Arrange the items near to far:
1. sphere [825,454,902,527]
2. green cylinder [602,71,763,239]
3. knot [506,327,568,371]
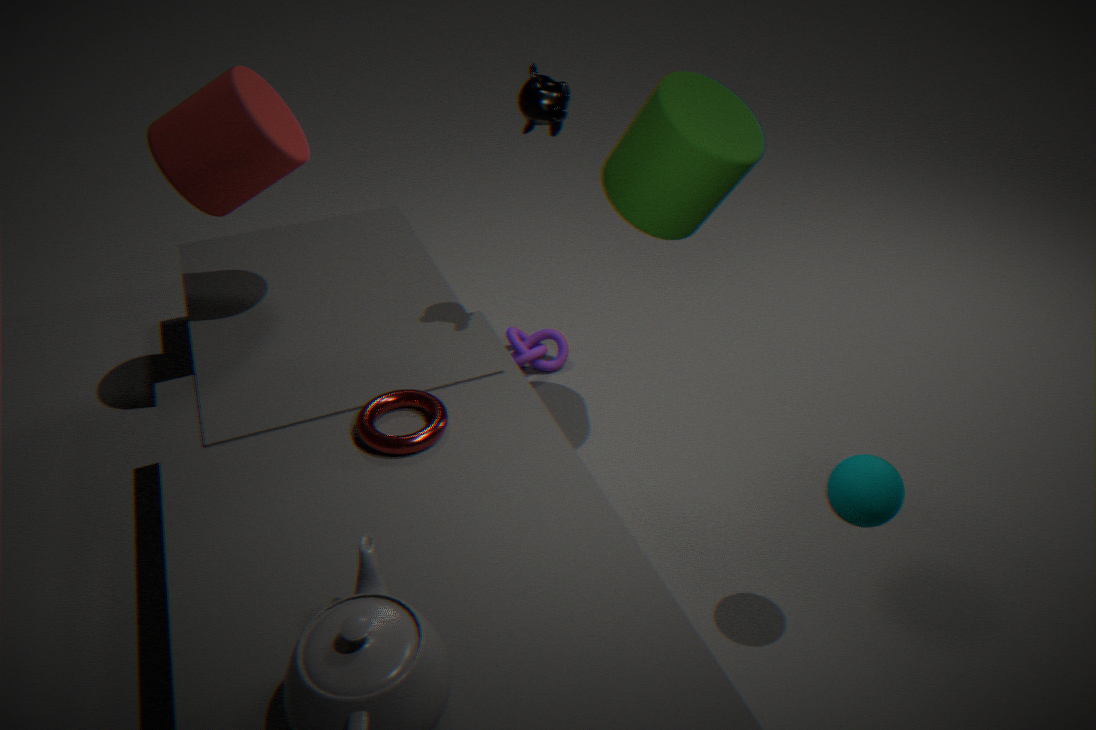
sphere [825,454,902,527], green cylinder [602,71,763,239], knot [506,327,568,371]
